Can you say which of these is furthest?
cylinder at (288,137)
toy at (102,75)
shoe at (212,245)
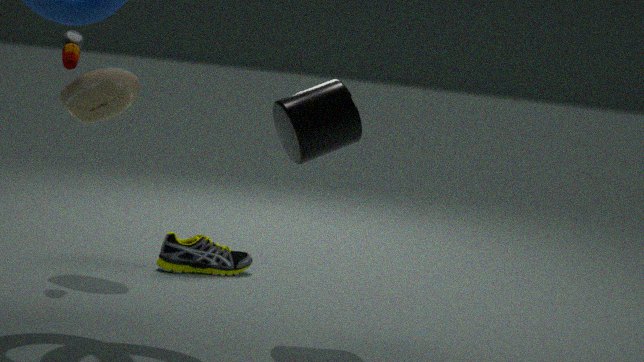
shoe at (212,245)
